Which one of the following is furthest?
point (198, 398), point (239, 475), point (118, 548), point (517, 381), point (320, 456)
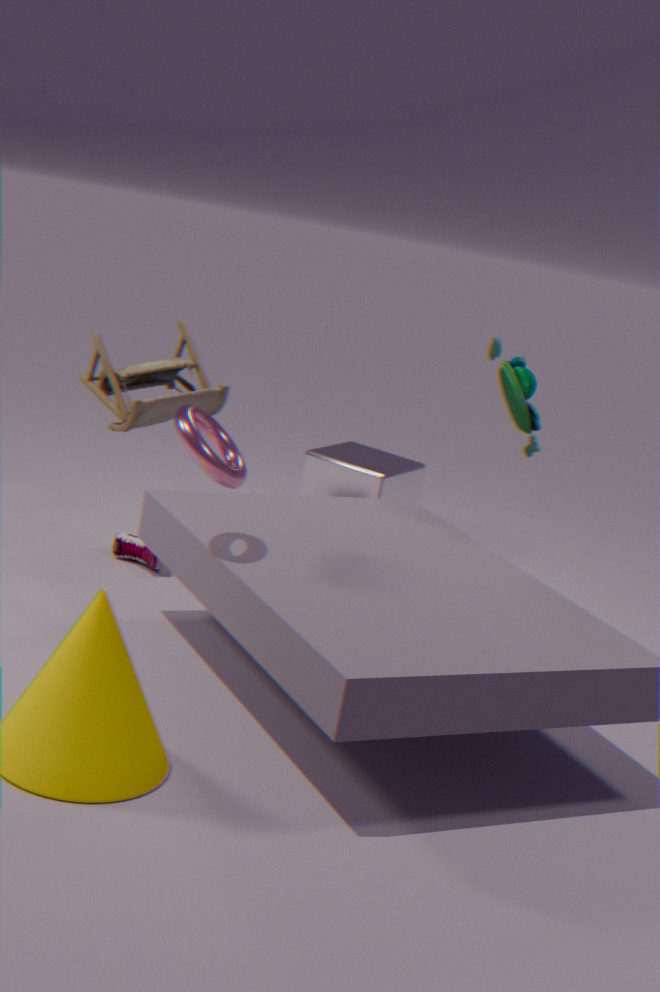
point (320, 456)
